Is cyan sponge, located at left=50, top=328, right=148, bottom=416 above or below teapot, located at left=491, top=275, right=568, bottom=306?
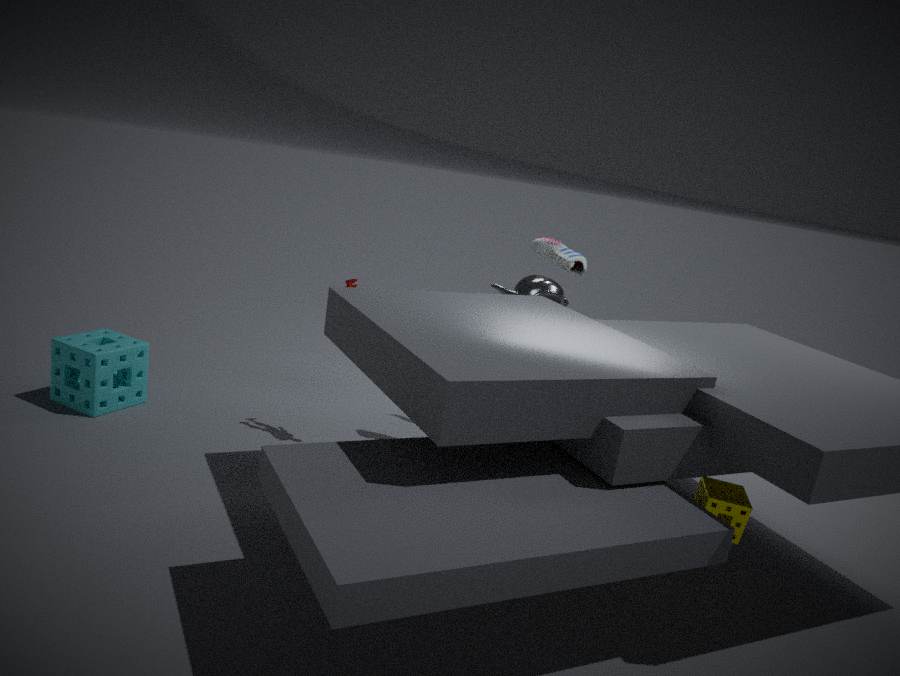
below
